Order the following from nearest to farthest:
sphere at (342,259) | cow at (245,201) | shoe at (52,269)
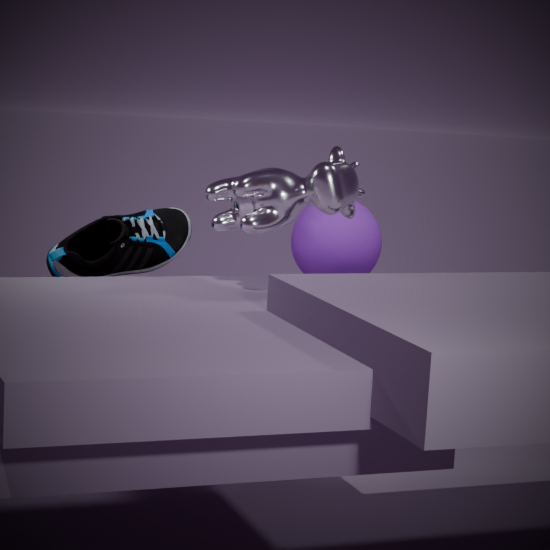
cow at (245,201)
shoe at (52,269)
sphere at (342,259)
